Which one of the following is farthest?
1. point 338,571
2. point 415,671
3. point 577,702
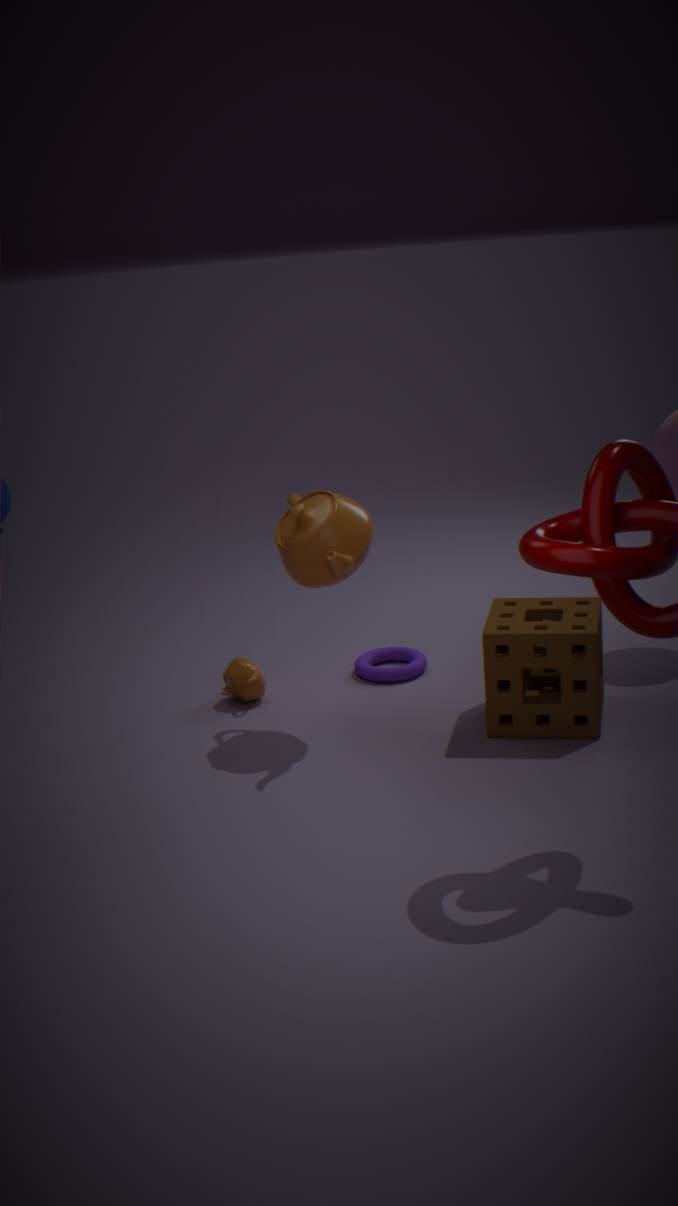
point 415,671
